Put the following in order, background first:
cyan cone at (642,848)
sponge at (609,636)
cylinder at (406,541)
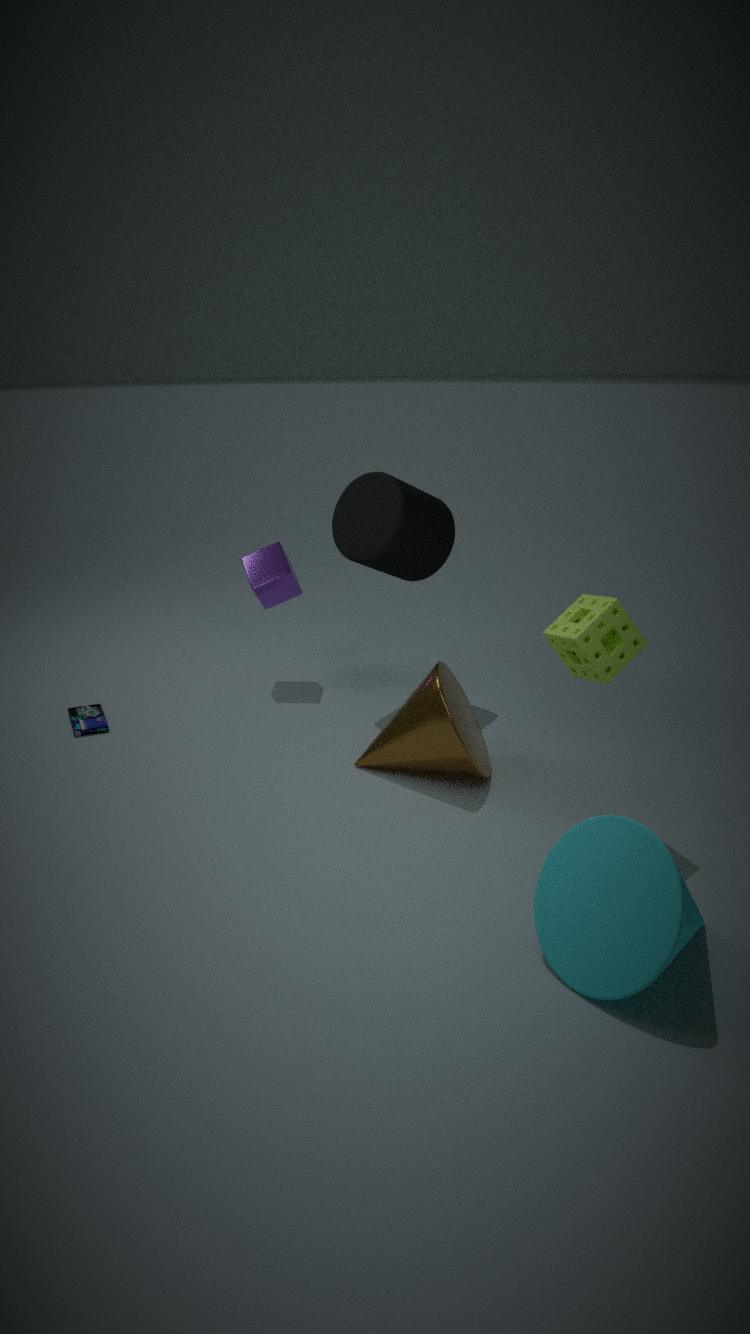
cylinder at (406,541)
sponge at (609,636)
cyan cone at (642,848)
